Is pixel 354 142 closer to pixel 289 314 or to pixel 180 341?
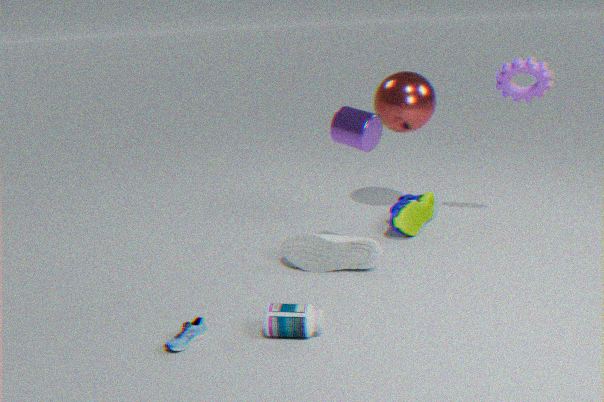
→ pixel 289 314
